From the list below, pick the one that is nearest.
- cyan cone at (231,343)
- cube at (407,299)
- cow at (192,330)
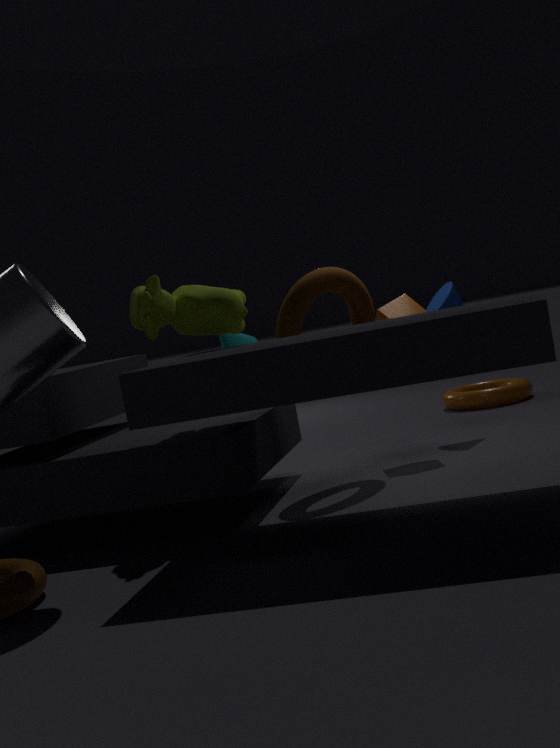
cow at (192,330)
